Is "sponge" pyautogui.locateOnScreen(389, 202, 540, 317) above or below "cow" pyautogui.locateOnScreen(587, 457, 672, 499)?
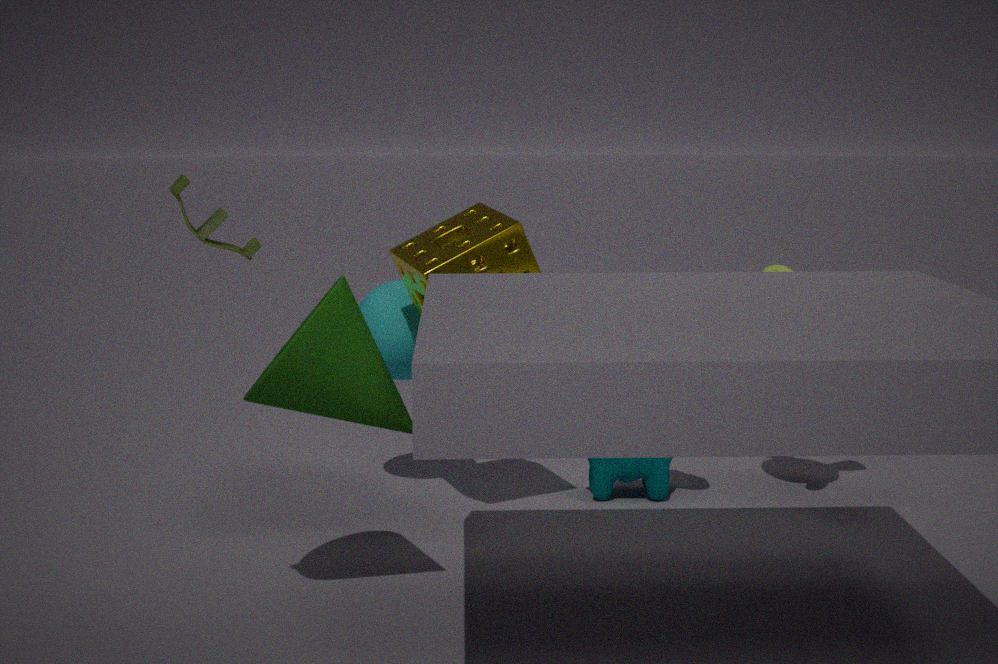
above
